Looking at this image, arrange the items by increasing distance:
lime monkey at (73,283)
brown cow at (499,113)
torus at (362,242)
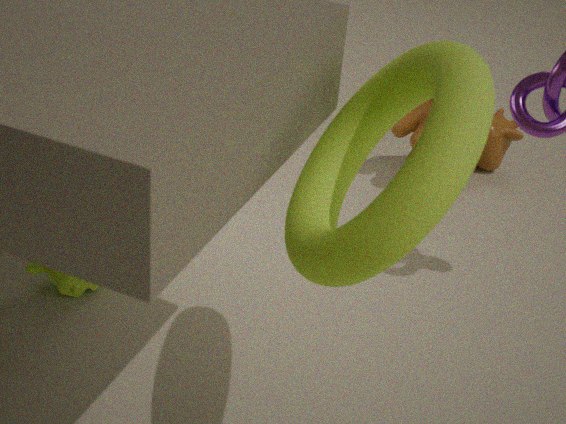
torus at (362,242)
lime monkey at (73,283)
brown cow at (499,113)
